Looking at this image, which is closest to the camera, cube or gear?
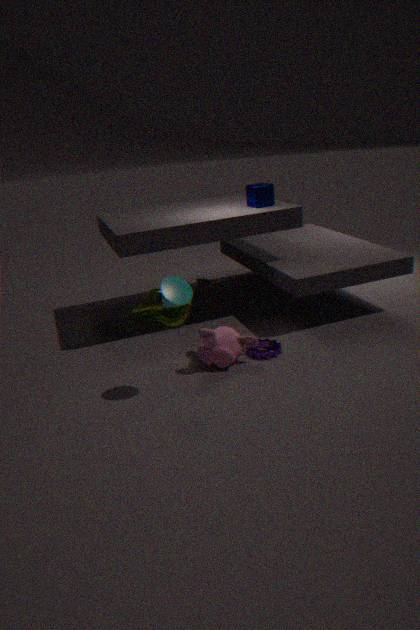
gear
